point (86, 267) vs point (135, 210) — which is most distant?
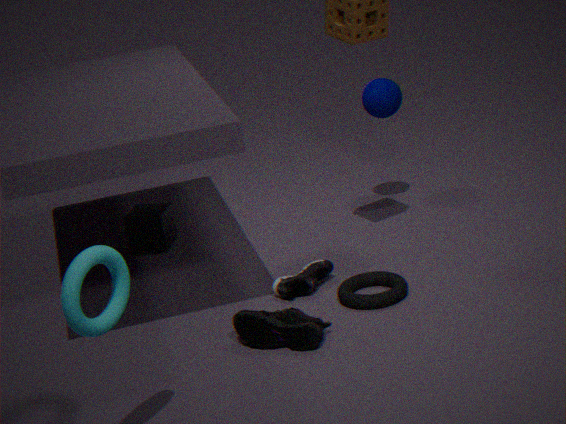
point (135, 210)
